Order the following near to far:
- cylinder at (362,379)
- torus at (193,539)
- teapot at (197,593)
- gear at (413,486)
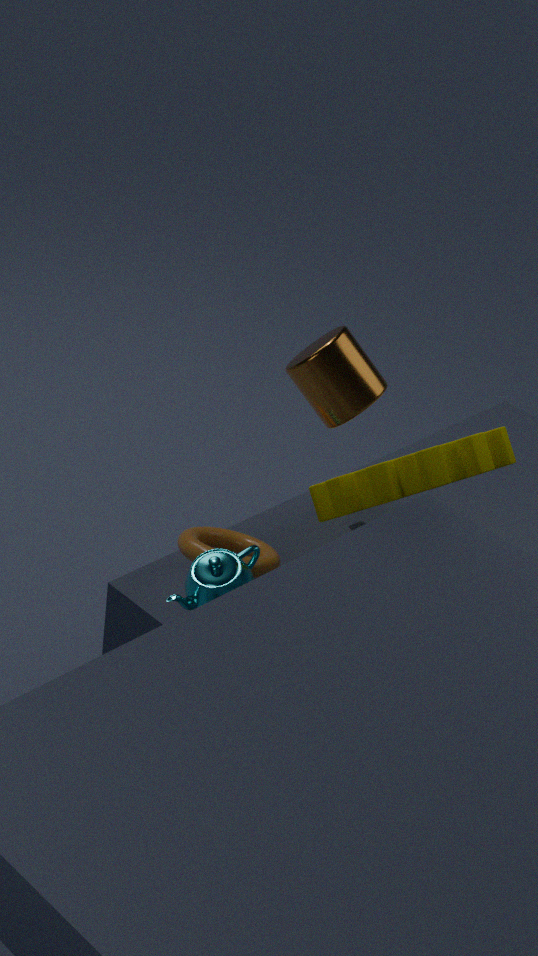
cylinder at (362,379)
teapot at (197,593)
gear at (413,486)
torus at (193,539)
